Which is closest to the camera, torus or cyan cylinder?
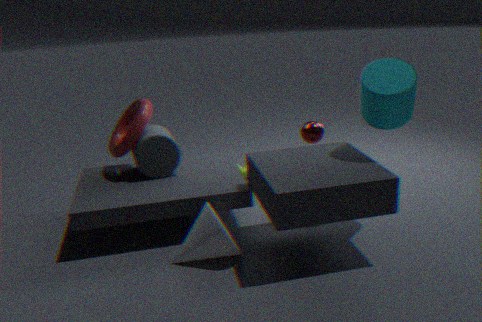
cyan cylinder
